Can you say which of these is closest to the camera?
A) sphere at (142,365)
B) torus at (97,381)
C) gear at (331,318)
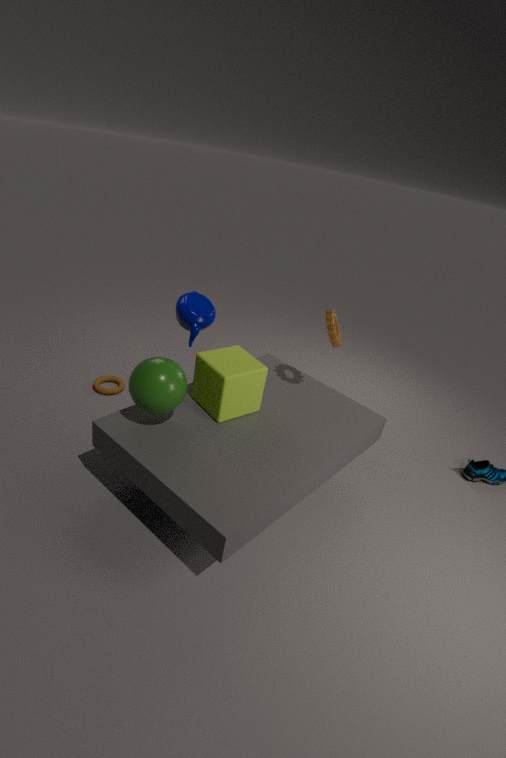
sphere at (142,365)
